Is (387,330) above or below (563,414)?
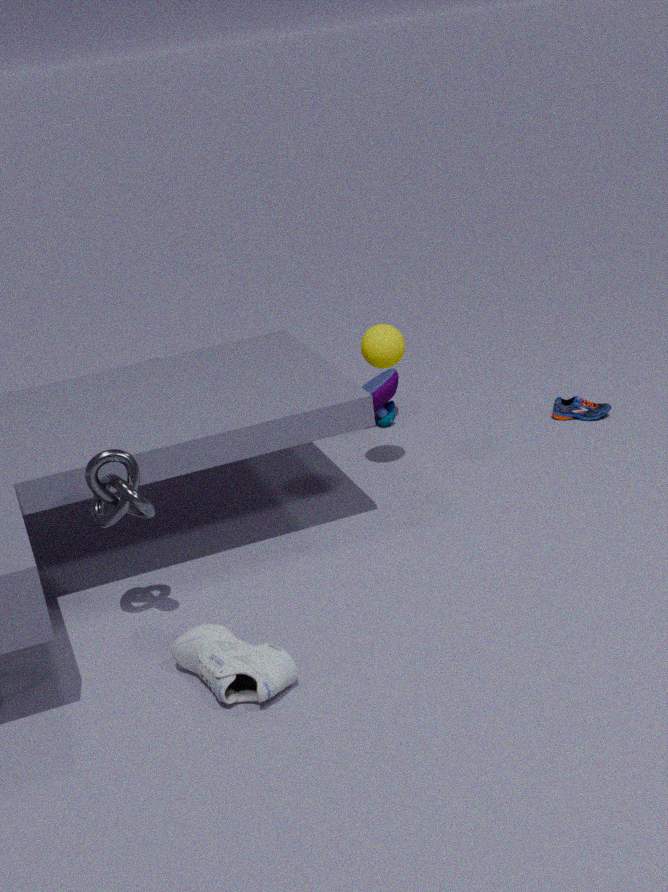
above
